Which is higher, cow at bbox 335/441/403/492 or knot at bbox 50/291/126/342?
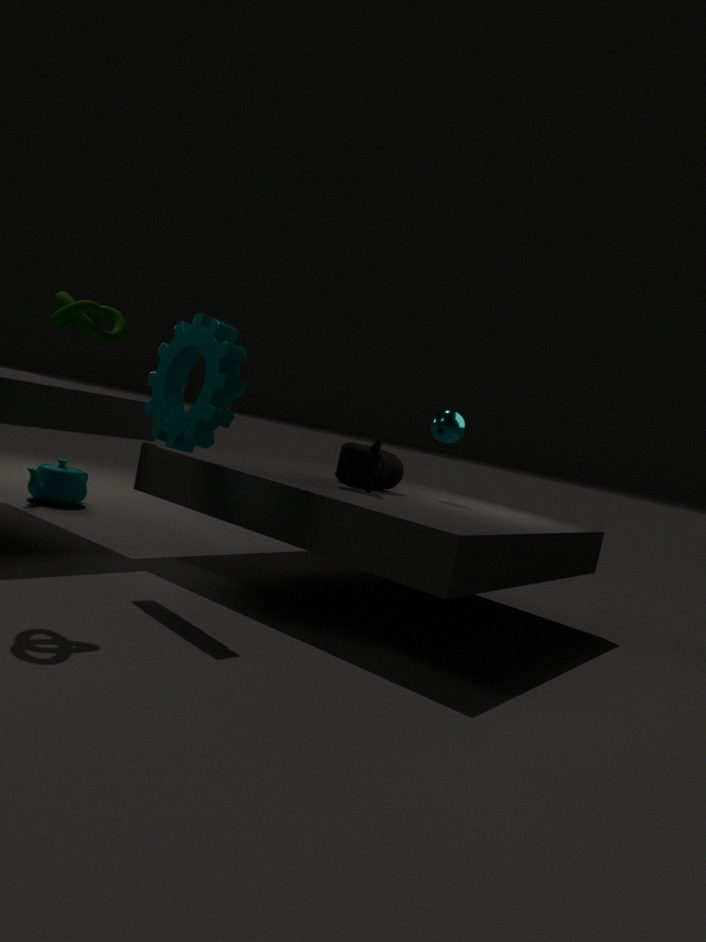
knot at bbox 50/291/126/342
